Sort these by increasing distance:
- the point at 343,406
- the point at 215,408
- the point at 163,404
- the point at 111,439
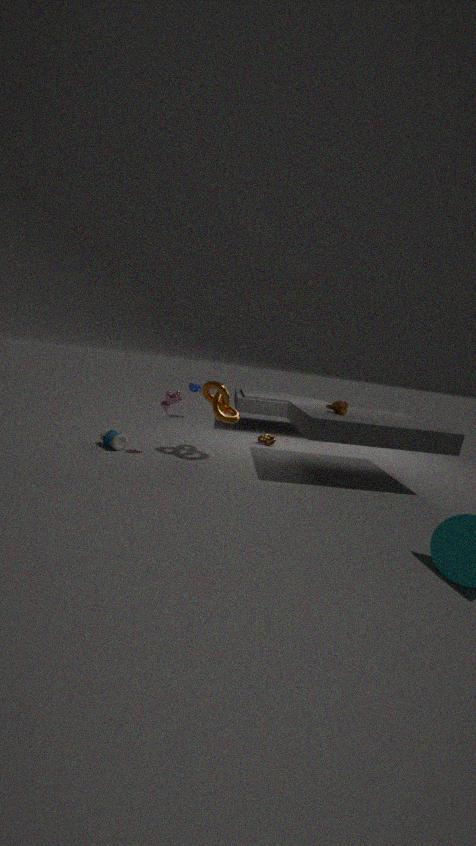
the point at 163,404 < the point at 215,408 < the point at 343,406 < the point at 111,439
